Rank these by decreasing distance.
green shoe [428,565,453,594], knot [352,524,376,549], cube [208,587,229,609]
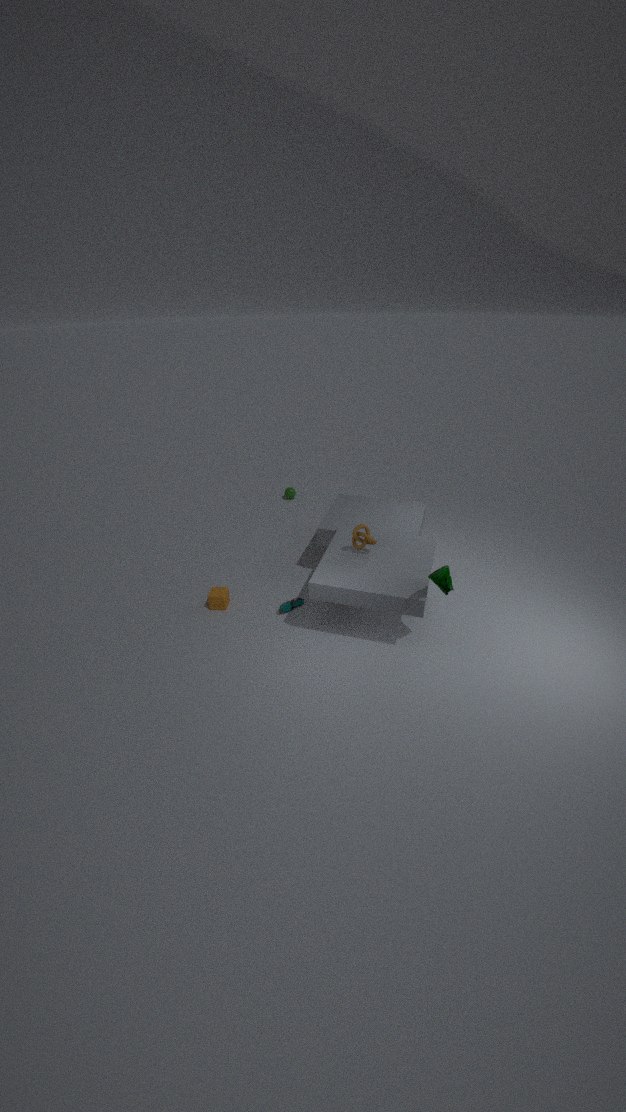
cube [208,587,229,609] → knot [352,524,376,549] → green shoe [428,565,453,594]
